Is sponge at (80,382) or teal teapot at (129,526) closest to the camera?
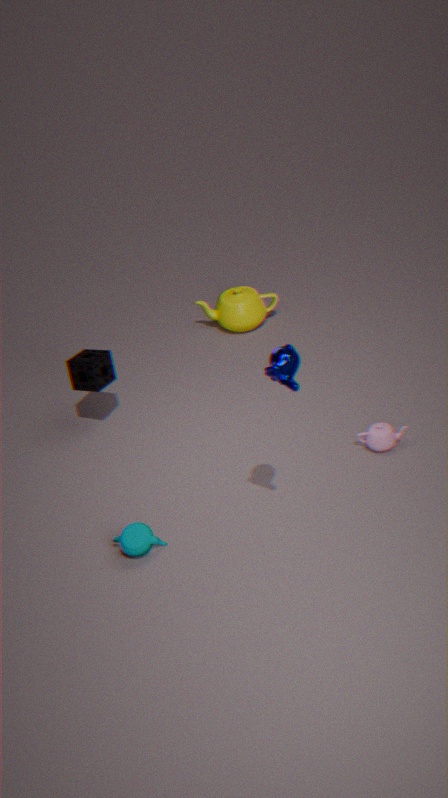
teal teapot at (129,526)
